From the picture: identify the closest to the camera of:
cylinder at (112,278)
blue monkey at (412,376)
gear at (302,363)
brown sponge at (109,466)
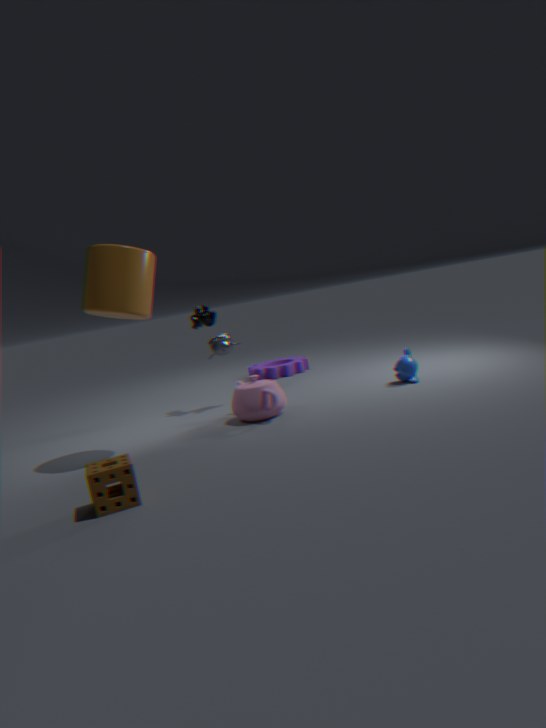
brown sponge at (109,466)
